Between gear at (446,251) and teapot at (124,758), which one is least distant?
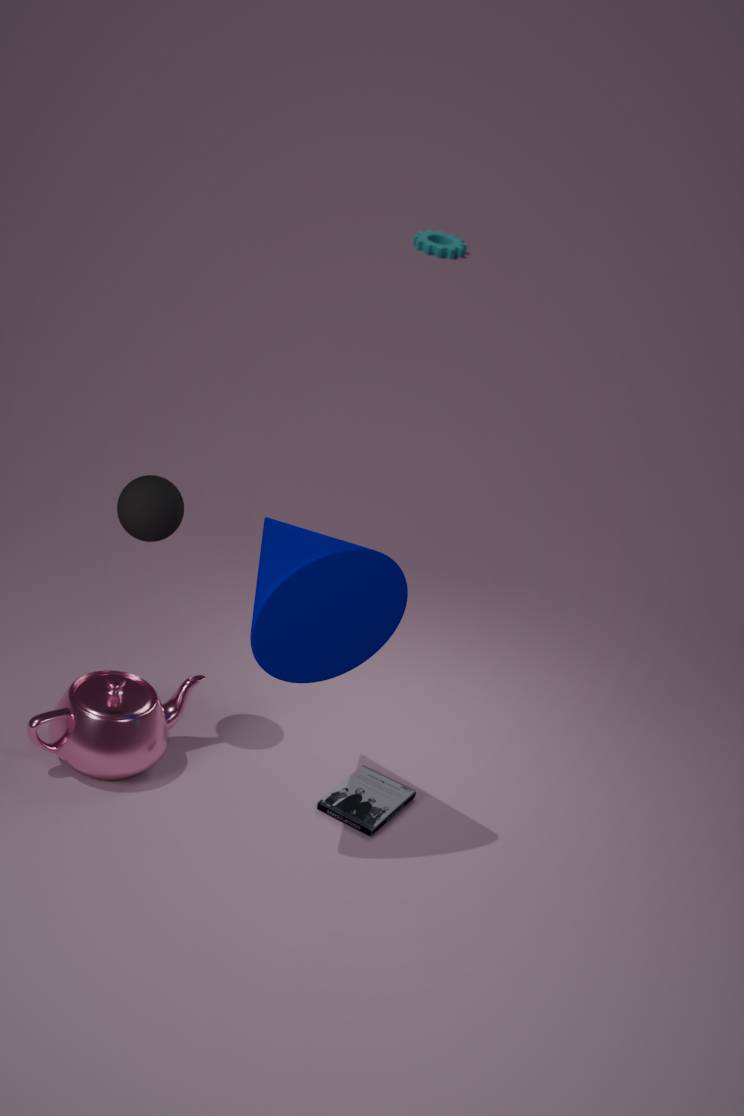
teapot at (124,758)
